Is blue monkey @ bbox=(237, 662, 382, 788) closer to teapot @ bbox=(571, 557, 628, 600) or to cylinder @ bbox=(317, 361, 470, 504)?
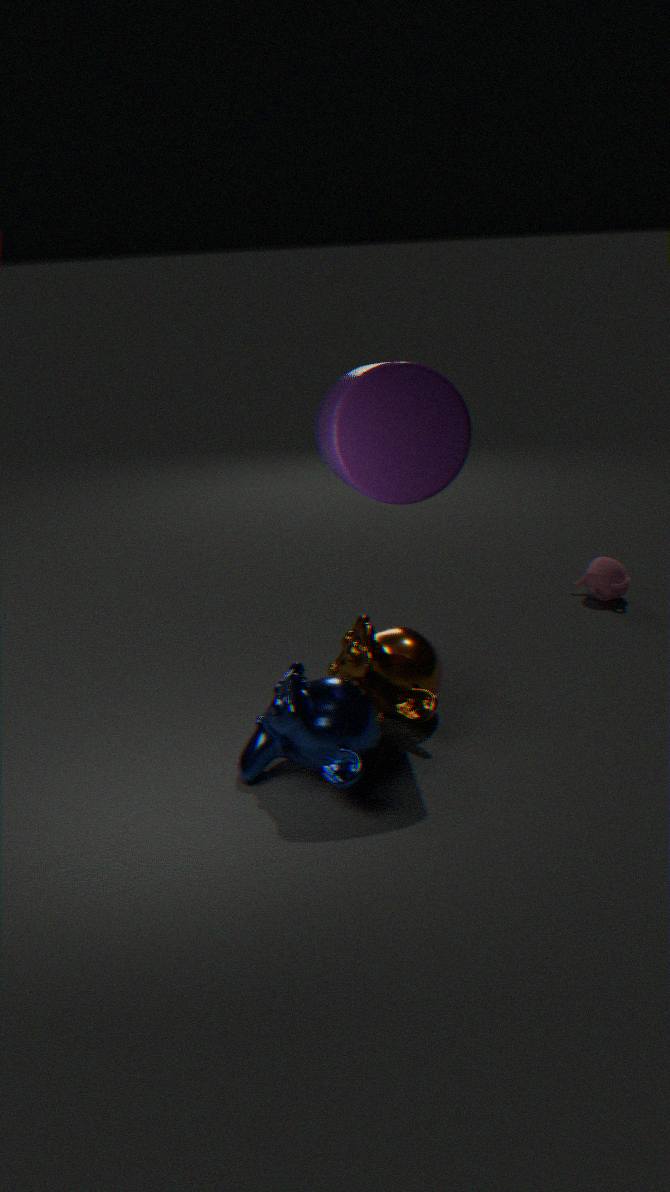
cylinder @ bbox=(317, 361, 470, 504)
